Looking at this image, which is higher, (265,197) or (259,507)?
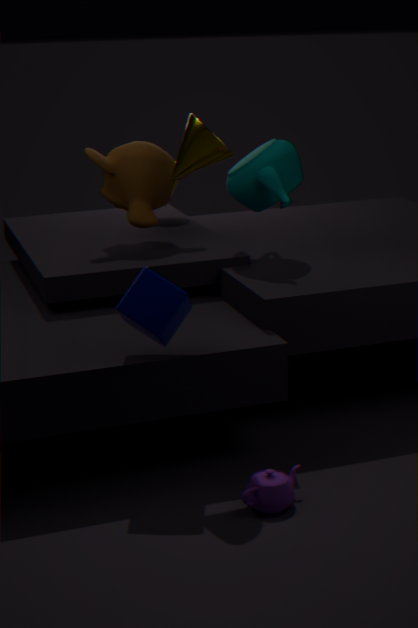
(265,197)
